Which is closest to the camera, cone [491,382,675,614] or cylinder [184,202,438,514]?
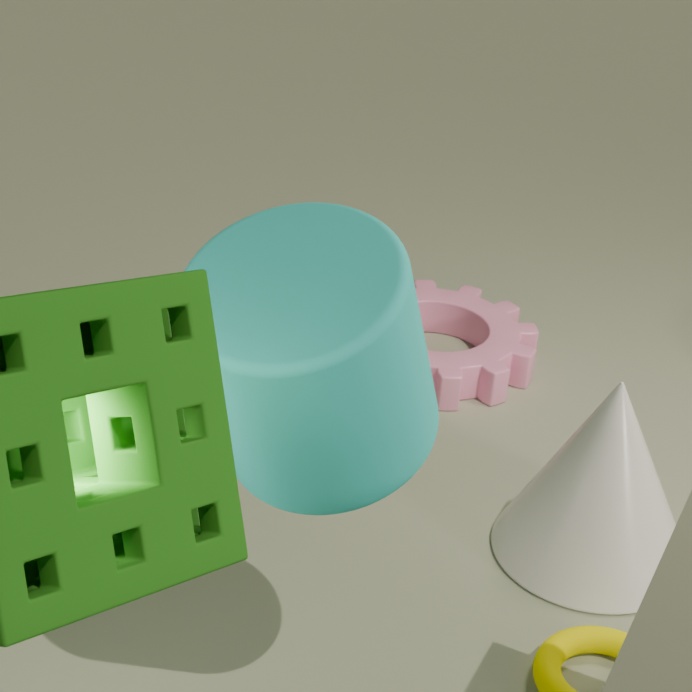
cylinder [184,202,438,514]
